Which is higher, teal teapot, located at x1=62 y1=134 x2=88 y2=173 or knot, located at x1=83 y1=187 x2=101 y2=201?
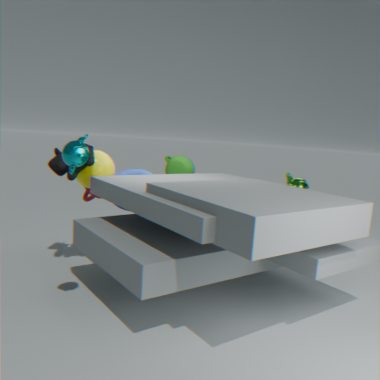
teal teapot, located at x1=62 y1=134 x2=88 y2=173
